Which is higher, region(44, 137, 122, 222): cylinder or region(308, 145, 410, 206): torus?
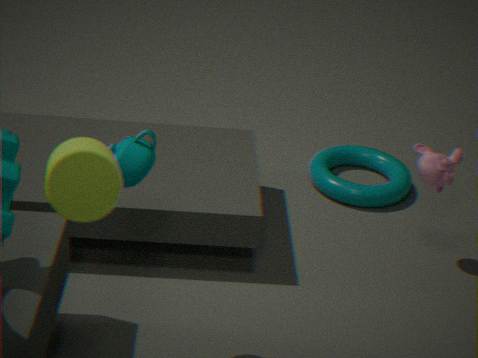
region(44, 137, 122, 222): cylinder
